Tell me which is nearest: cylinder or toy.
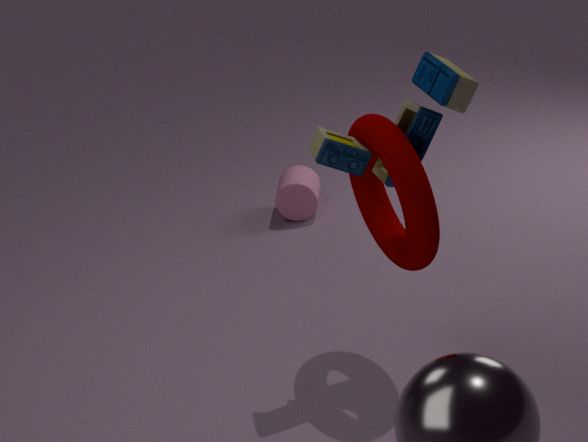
toy
